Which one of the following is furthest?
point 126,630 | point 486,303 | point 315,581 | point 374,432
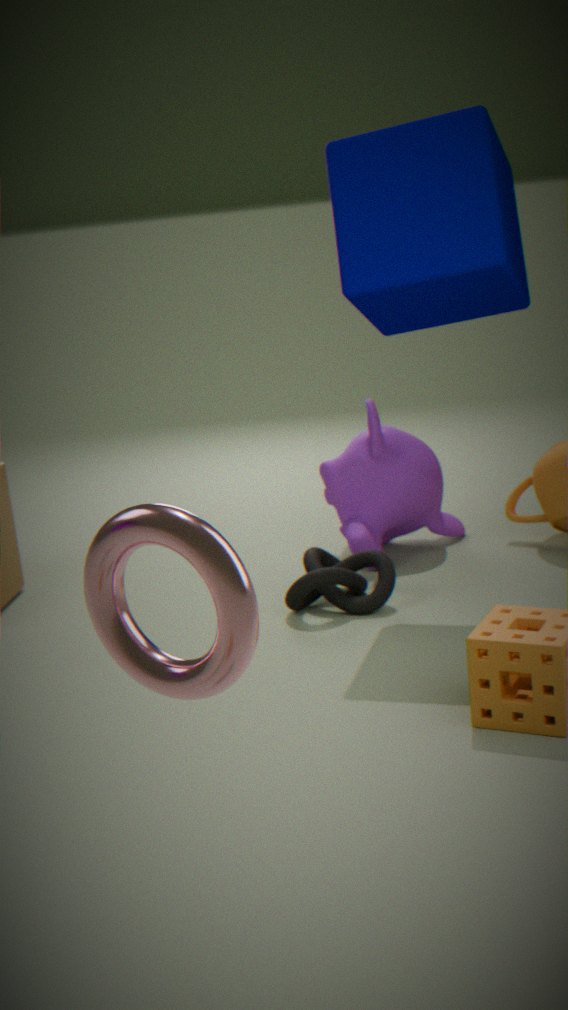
point 374,432
